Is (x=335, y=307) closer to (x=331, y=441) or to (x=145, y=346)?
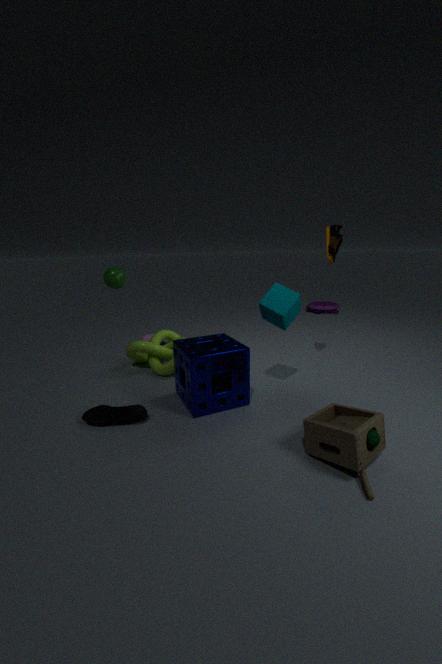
(x=145, y=346)
